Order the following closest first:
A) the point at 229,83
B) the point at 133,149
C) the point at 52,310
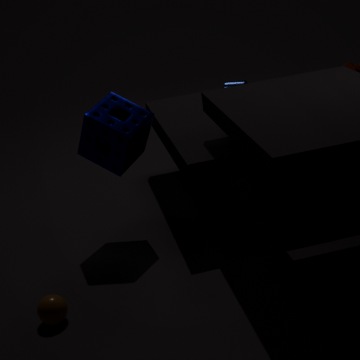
the point at 52,310 → the point at 133,149 → the point at 229,83
